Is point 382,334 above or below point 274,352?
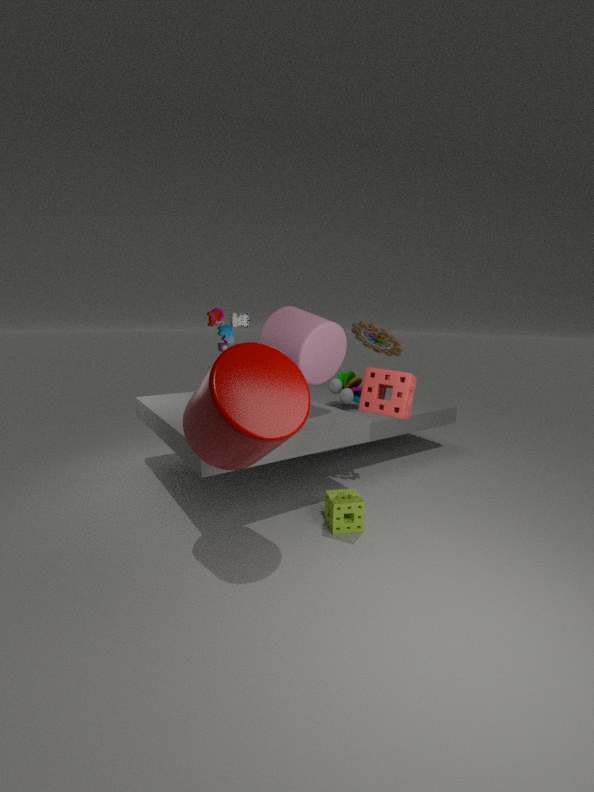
above
